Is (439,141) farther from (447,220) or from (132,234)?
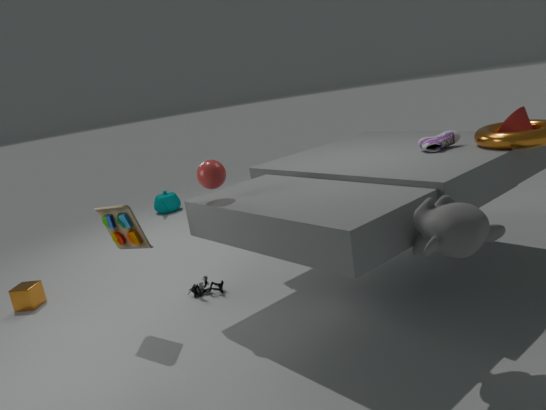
(132,234)
